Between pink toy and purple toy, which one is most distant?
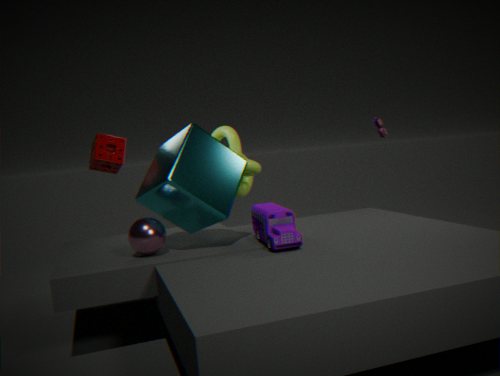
pink toy
